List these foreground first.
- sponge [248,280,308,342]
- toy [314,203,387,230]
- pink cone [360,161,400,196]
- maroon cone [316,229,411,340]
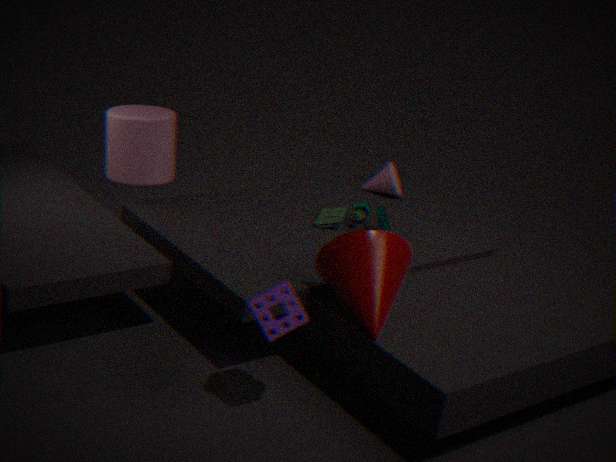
sponge [248,280,308,342]
maroon cone [316,229,411,340]
toy [314,203,387,230]
pink cone [360,161,400,196]
